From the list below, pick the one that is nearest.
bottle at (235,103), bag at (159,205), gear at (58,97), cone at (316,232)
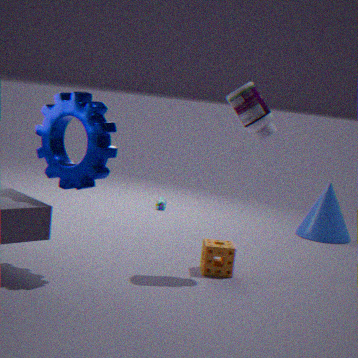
gear at (58,97)
